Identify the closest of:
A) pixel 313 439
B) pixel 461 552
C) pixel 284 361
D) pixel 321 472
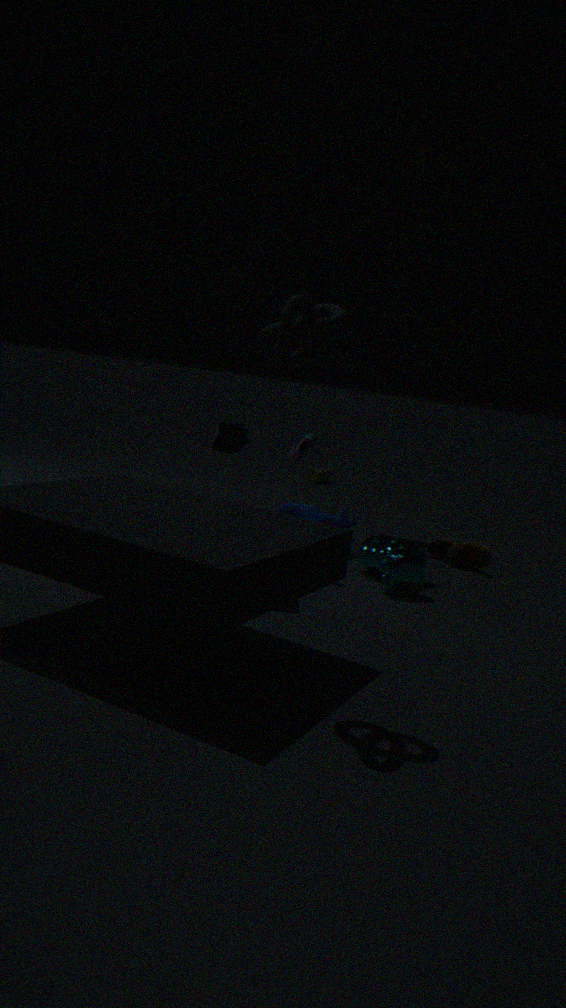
pixel 284 361
